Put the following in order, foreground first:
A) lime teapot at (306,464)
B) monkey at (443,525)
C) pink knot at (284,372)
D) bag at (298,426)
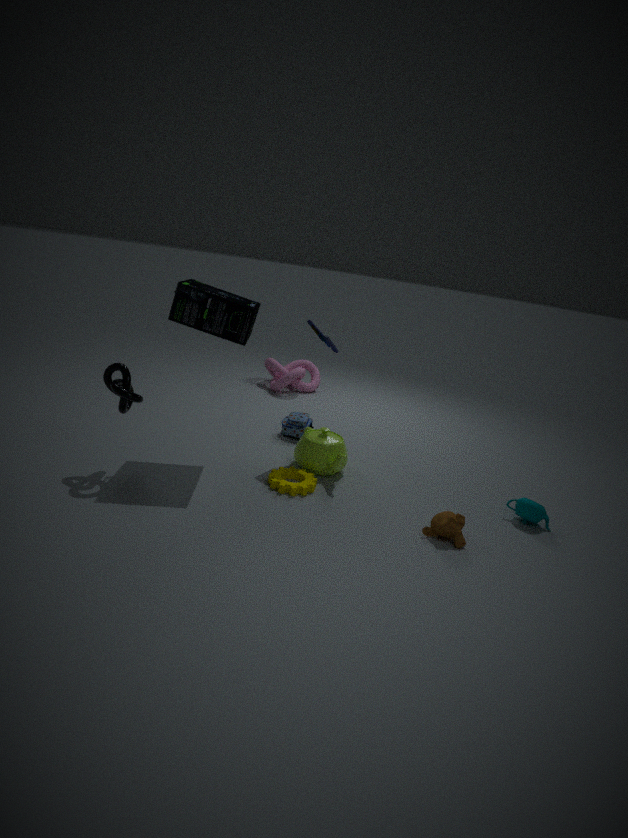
monkey at (443,525) → lime teapot at (306,464) → bag at (298,426) → pink knot at (284,372)
